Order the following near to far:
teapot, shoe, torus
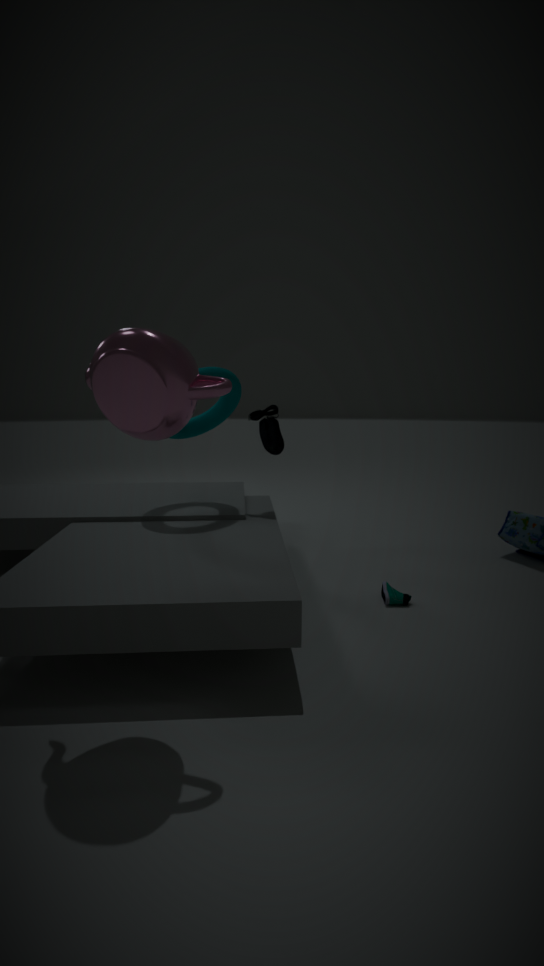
1. teapot
2. shoe
3. torus
